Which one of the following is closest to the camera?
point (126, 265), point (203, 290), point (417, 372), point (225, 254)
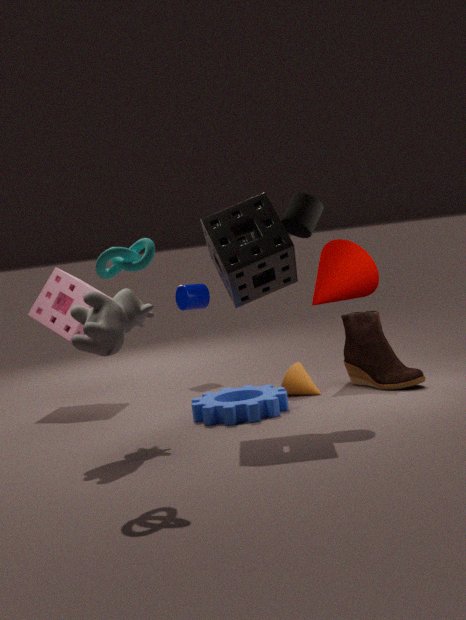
point (126, 265)
